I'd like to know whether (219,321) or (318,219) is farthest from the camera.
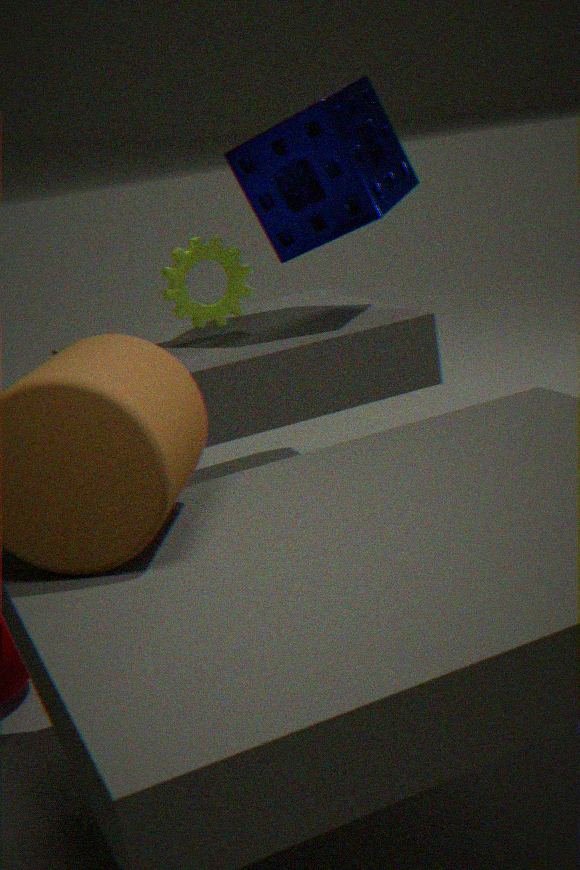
(219,321)
